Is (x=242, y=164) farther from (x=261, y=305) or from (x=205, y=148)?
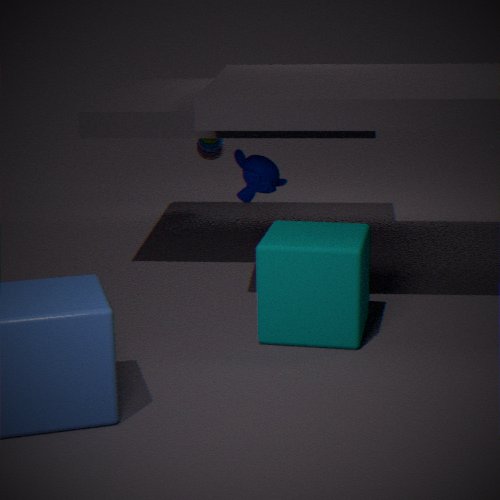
(x=205, y=148)
